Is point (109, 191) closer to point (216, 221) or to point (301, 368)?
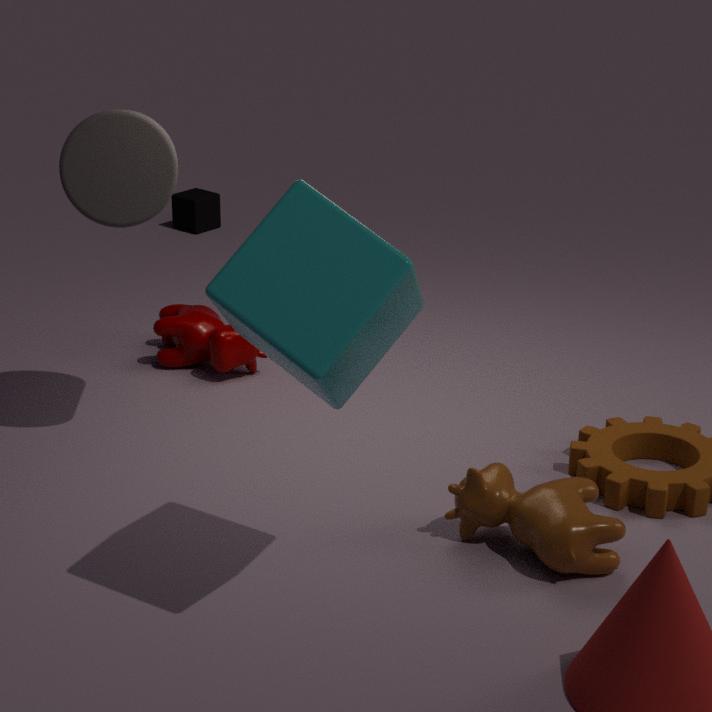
point (301, 368)
